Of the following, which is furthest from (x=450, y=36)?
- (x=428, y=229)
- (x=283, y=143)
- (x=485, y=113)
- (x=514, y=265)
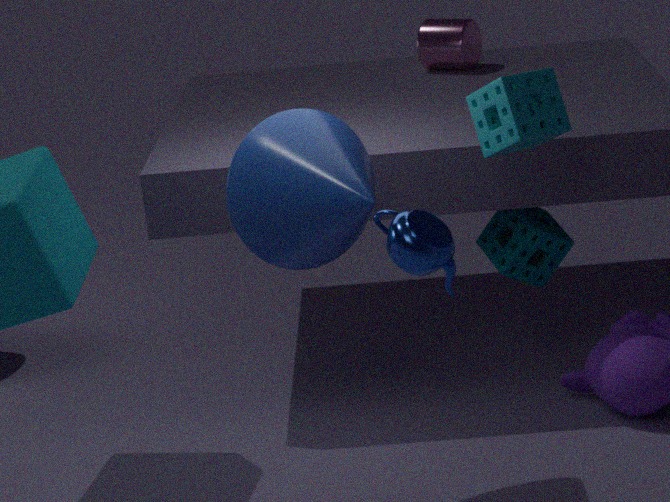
(x=428, y=229)
